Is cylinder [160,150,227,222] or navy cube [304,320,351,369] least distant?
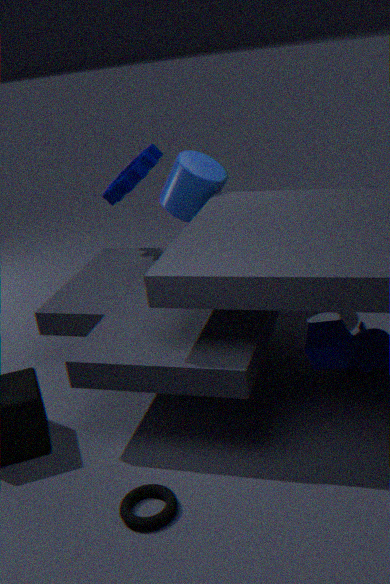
navy cube [304,320,351,369]
